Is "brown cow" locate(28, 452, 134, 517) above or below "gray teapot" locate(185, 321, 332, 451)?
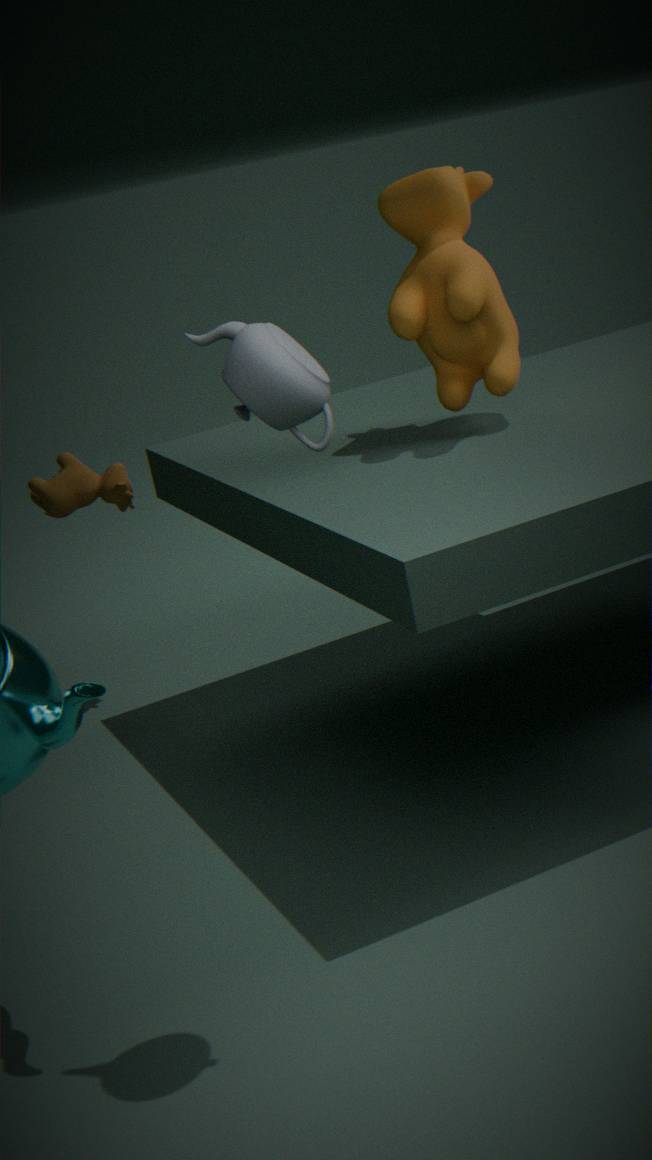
below
